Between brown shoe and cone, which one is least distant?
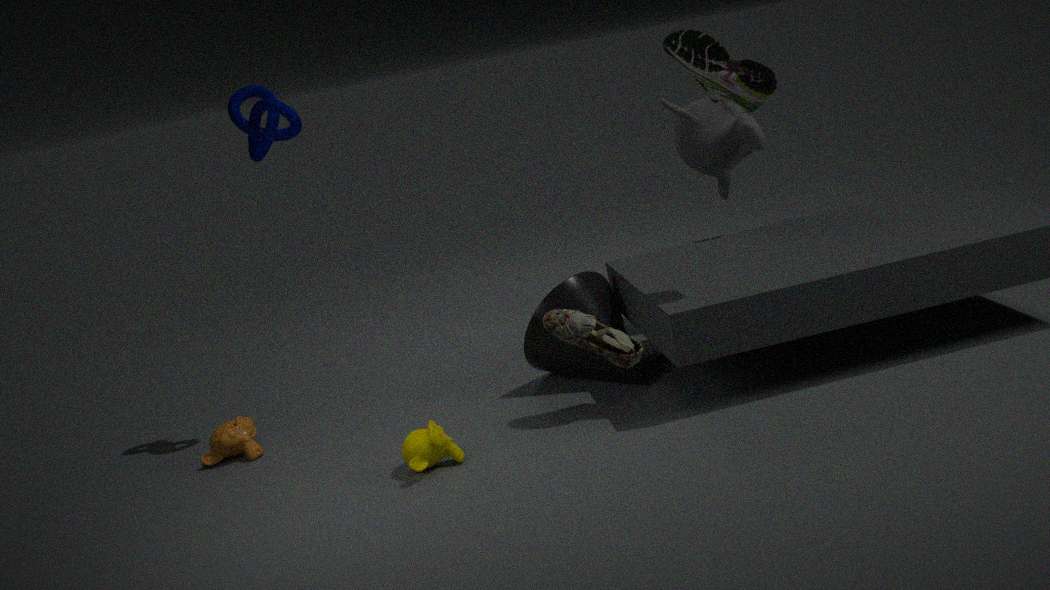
brown shoe
